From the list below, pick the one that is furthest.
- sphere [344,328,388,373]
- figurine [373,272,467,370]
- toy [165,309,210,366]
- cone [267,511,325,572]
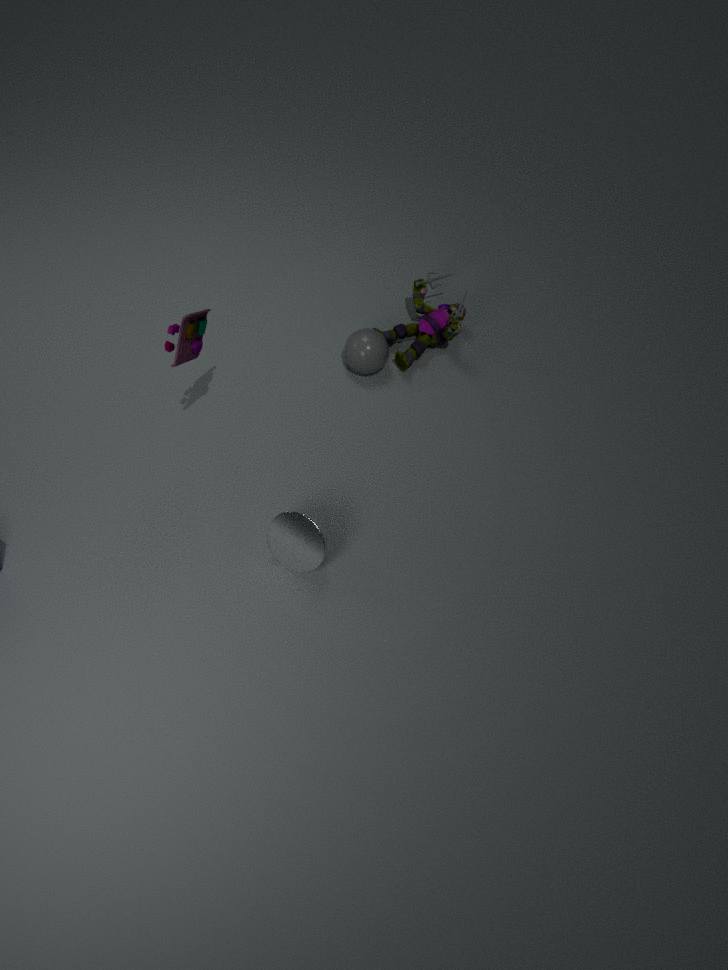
figurine [373,272,467,370]
